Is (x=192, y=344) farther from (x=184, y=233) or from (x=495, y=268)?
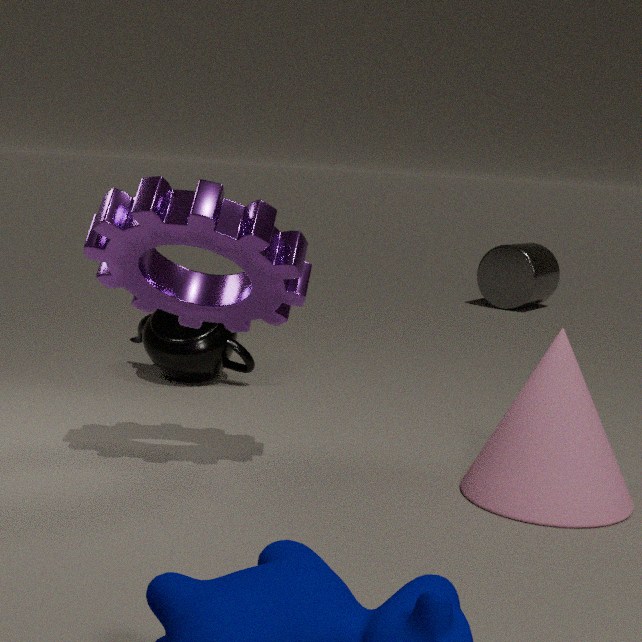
(x=495, y=268)
